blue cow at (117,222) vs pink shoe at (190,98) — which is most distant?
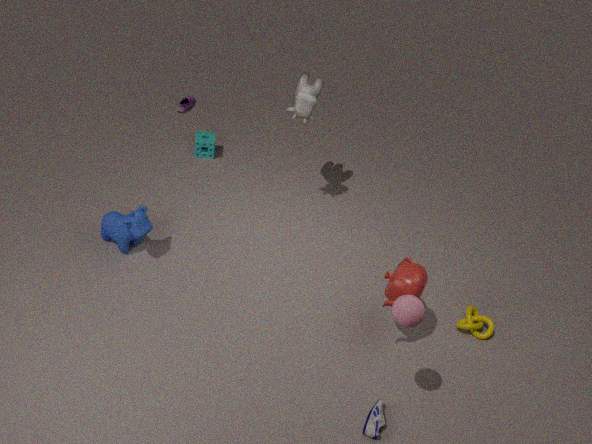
pink shoe at (190,98)
